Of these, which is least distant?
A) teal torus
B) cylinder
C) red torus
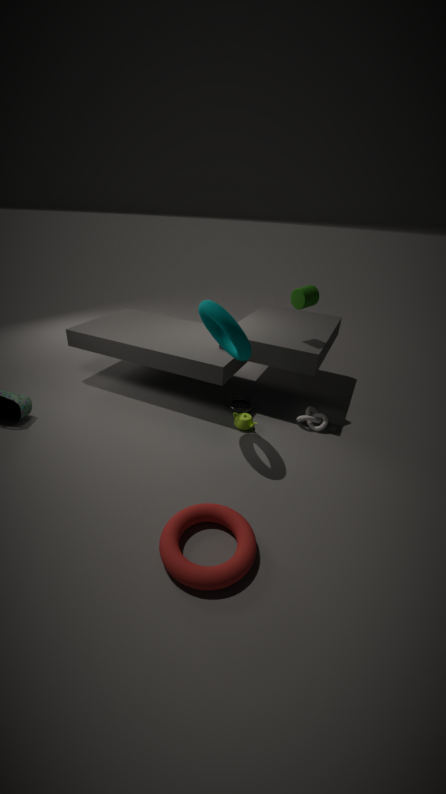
red torus
